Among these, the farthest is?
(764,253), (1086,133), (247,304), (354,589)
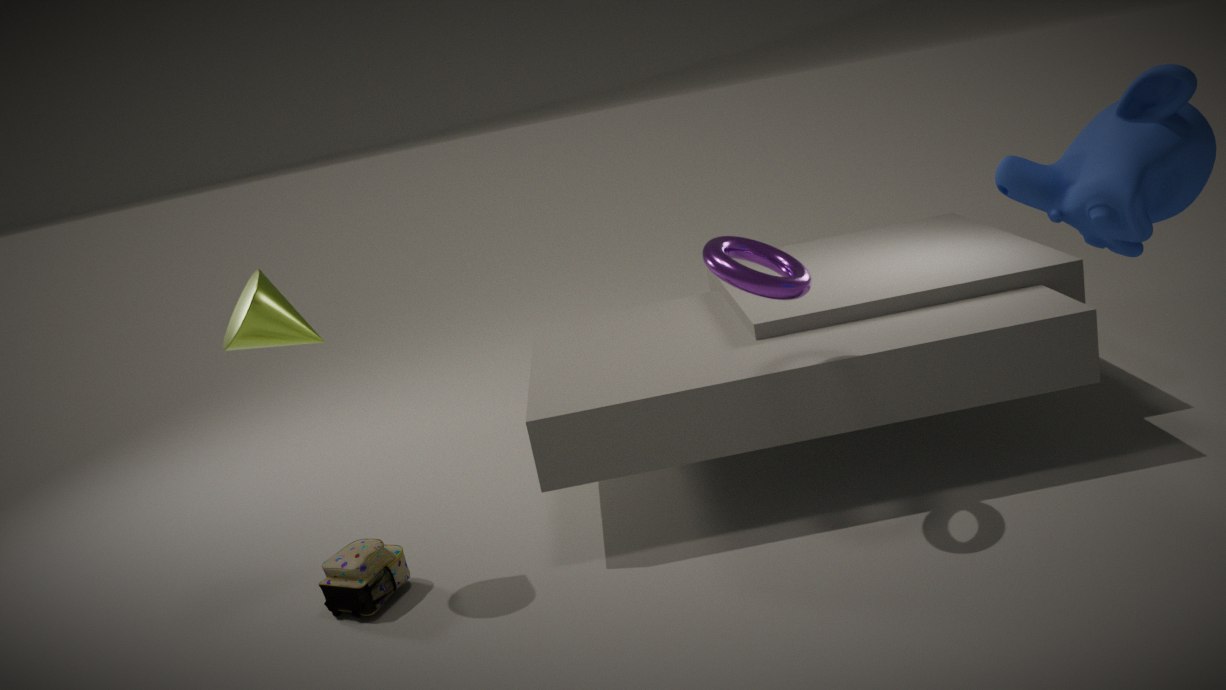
(354,589)
